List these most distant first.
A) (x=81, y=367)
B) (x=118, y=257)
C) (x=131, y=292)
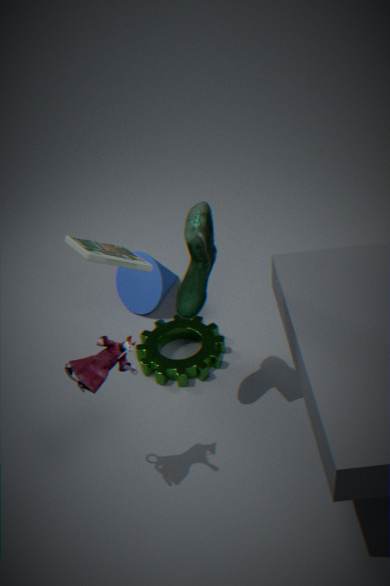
(x=131, y=292)
(x=118, y=257)
(x=81, y=367)
